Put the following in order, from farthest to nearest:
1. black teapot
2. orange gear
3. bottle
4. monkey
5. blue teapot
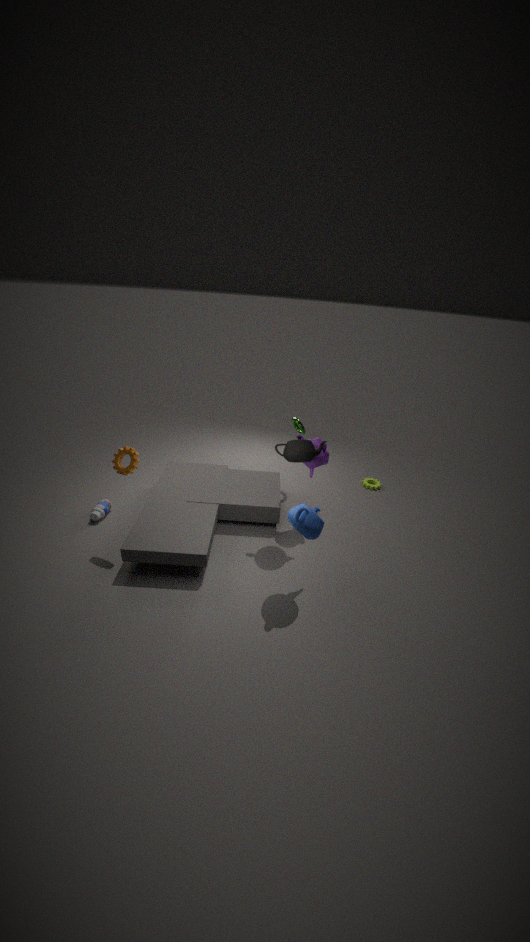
bottle, monkey, black teapot, orange gear, blue teapot
